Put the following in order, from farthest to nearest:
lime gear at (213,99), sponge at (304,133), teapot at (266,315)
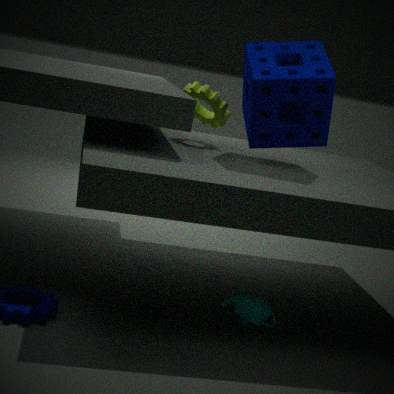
lime gear at (213,99), sponge at (304,133), teapot at (266,315)
